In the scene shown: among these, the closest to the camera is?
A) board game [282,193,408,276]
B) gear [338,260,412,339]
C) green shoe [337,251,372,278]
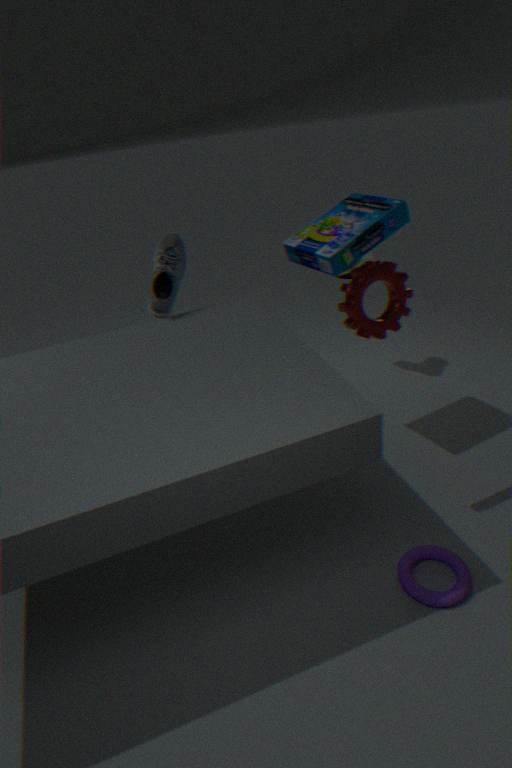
gear [338,260,412,339]
